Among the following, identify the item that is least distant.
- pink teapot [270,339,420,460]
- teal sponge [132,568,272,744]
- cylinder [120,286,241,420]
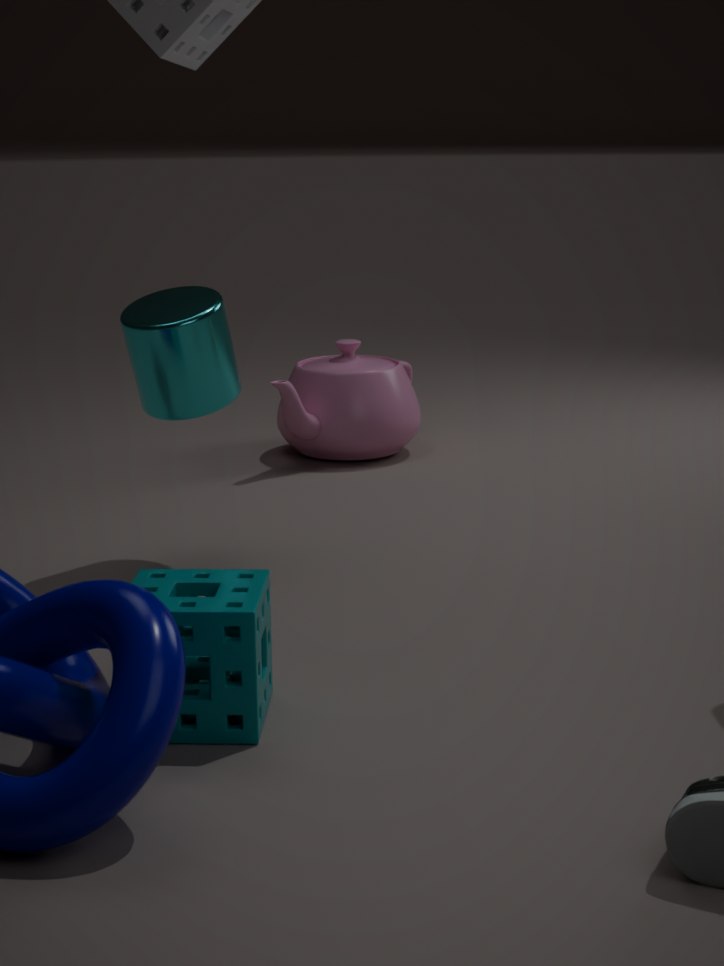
teal sponge [132,568,272,744]
